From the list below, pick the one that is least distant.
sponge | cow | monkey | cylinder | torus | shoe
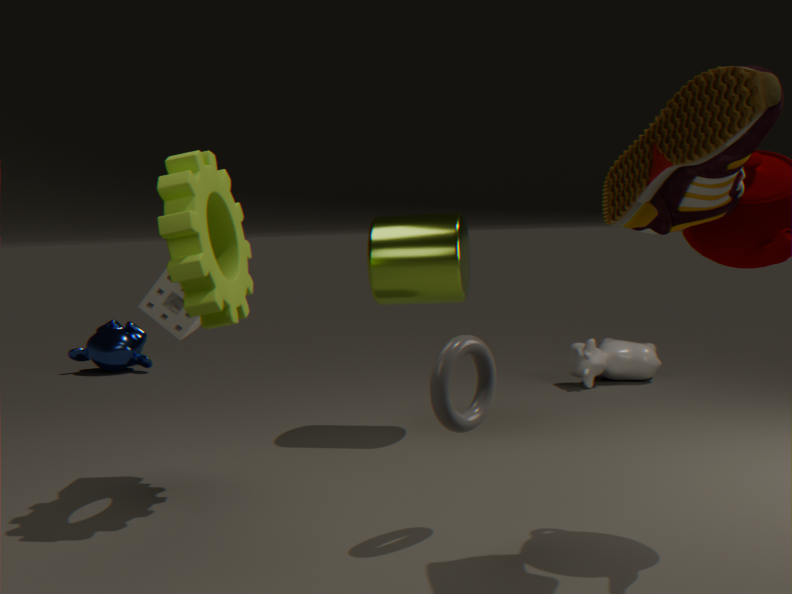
shoe
